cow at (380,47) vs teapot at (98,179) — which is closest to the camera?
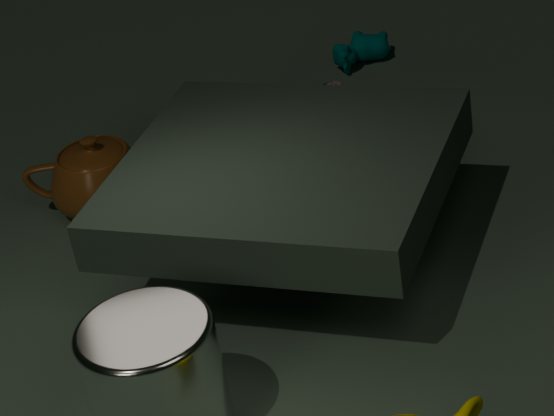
teapot at (98,179)
